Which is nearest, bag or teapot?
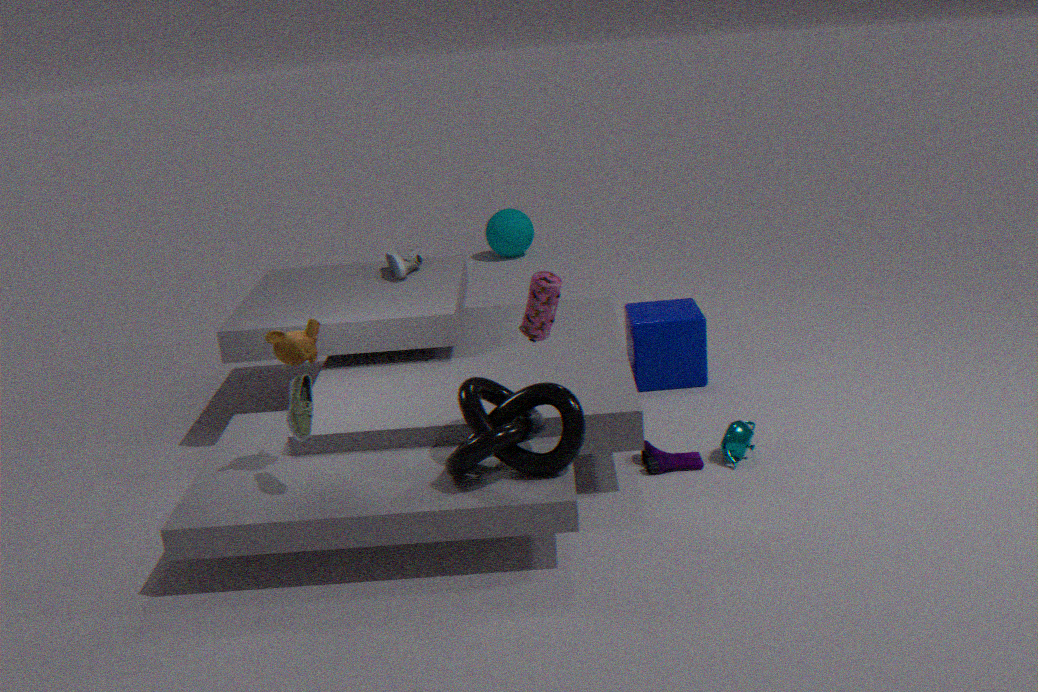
bag
